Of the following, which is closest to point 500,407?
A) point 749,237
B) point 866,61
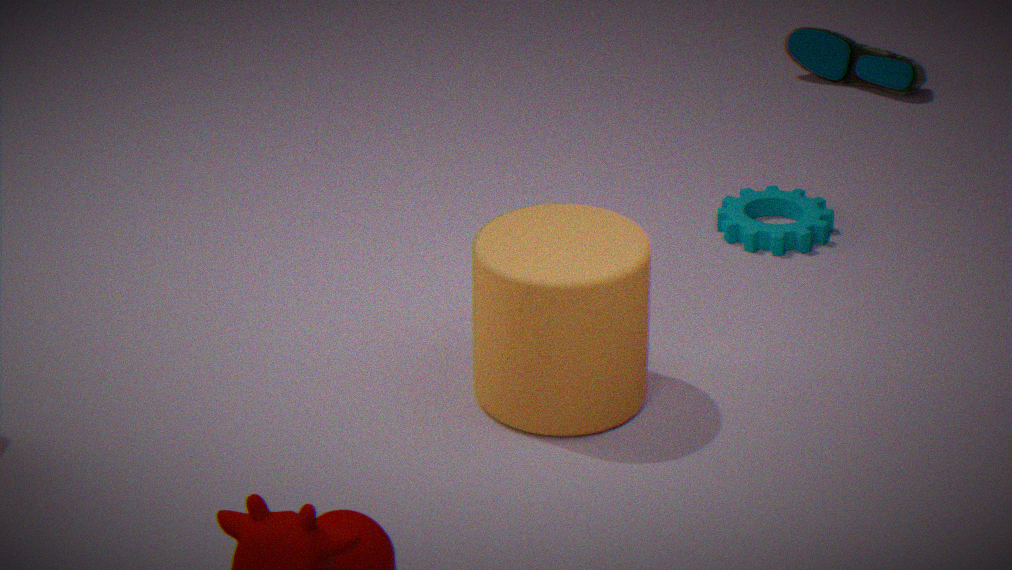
point 749,237
